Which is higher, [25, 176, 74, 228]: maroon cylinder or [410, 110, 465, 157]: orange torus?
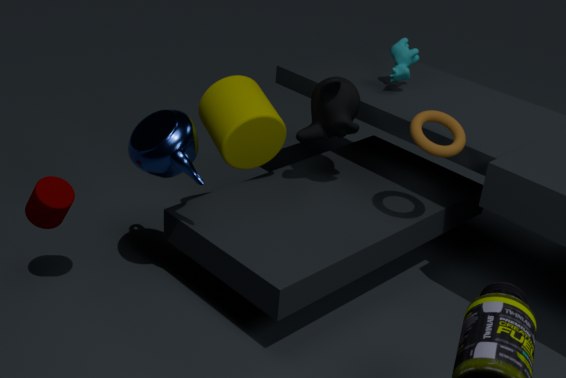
[410, 110, 465, 157]: orange torus
